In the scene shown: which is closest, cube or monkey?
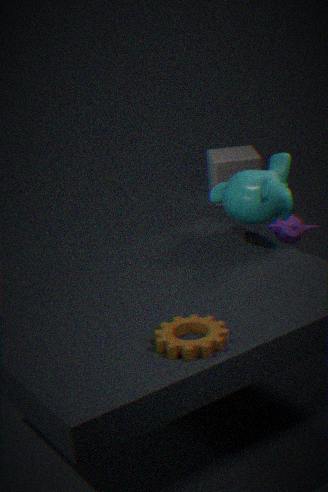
monkey
